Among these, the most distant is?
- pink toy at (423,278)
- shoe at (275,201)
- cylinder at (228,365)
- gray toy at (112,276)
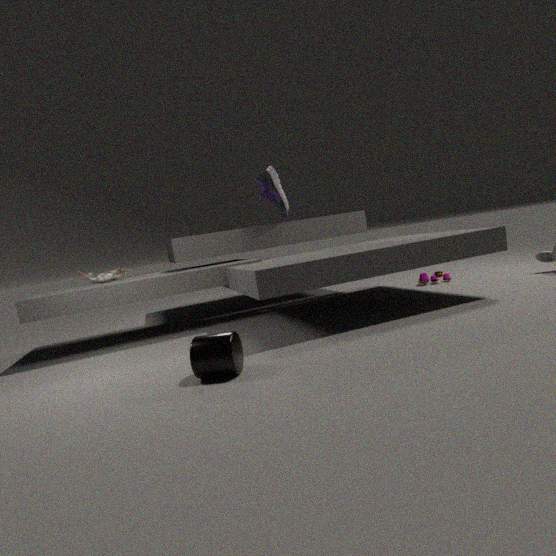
pink toy at (423,278)
